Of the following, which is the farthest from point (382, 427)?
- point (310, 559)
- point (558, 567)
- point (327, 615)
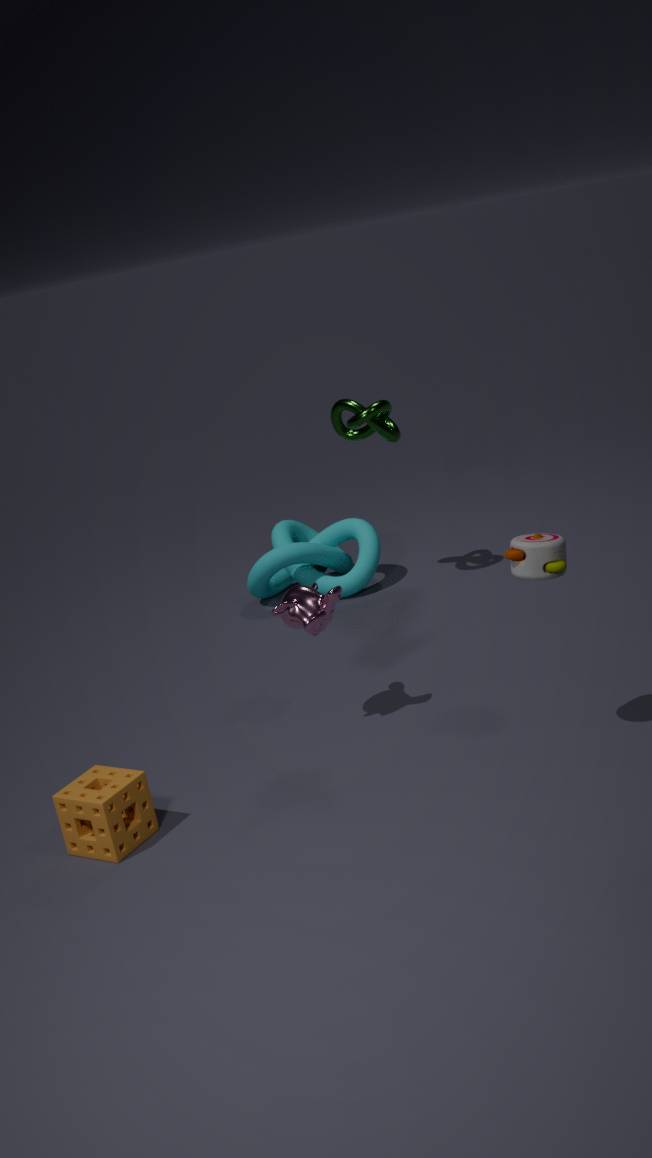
point (558, 567)
